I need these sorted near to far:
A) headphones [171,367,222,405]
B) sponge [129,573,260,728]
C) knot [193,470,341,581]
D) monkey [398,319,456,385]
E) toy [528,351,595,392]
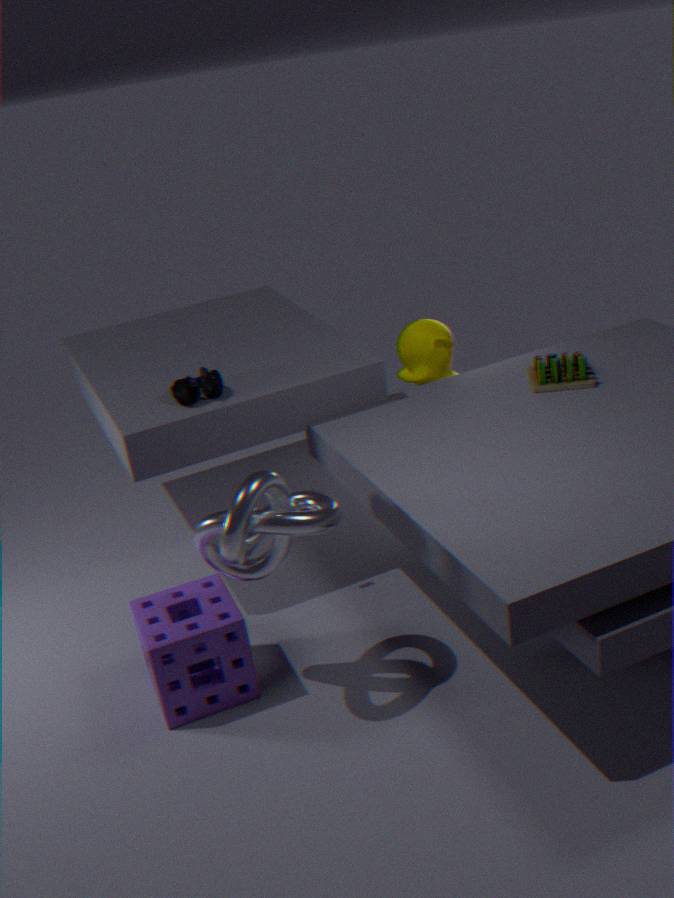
1. knot [193,470,341,581]
2. sponge [129,573,260,728]
3. headphones [171,367,222,405]
4. toy [528,351,595,392]
5. monkey [398,319,456,385]
